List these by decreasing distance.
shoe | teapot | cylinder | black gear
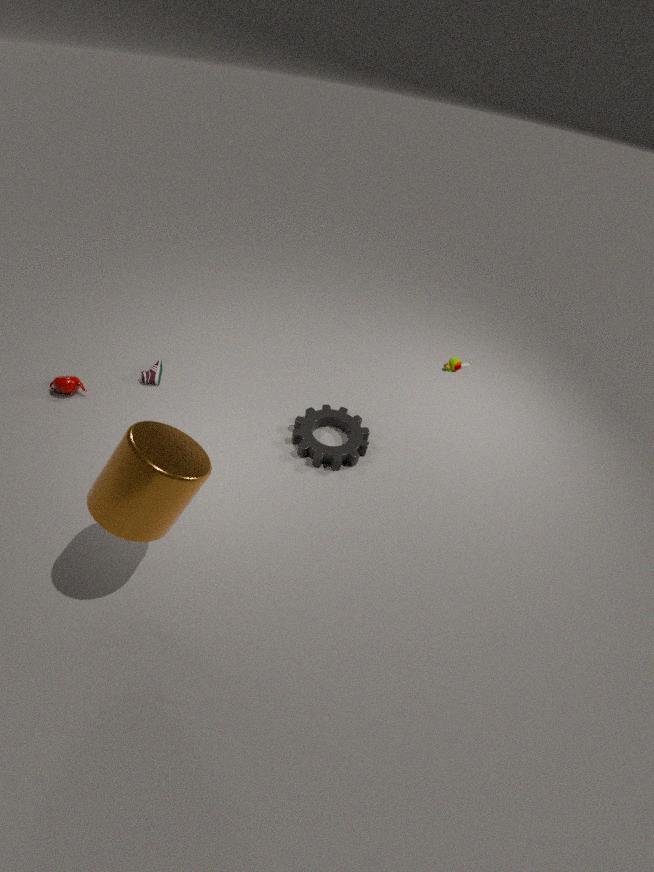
shoe, teapot, black gear, cylinder
